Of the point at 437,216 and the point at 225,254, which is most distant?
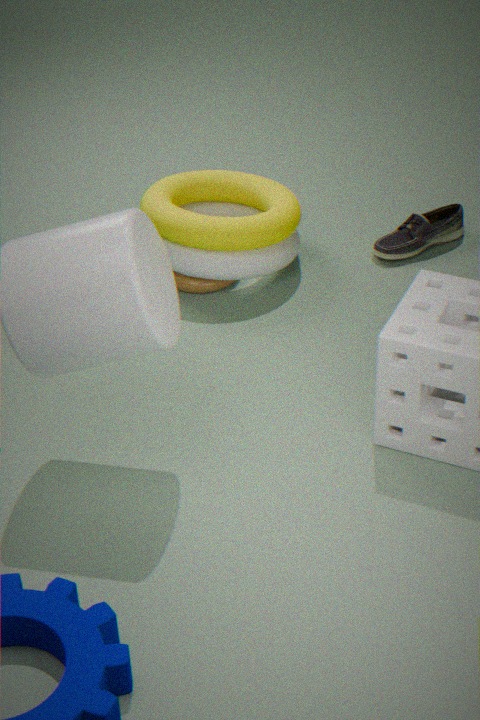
the point at 437,216
